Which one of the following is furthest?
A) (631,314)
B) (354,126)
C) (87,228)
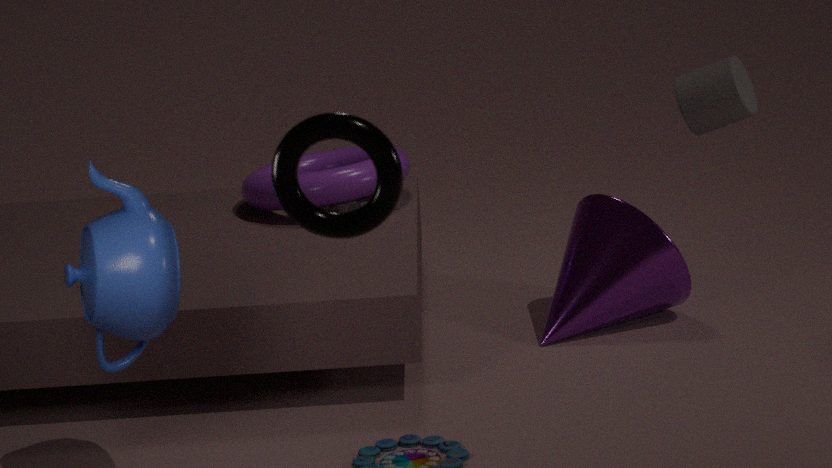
(631,314)
